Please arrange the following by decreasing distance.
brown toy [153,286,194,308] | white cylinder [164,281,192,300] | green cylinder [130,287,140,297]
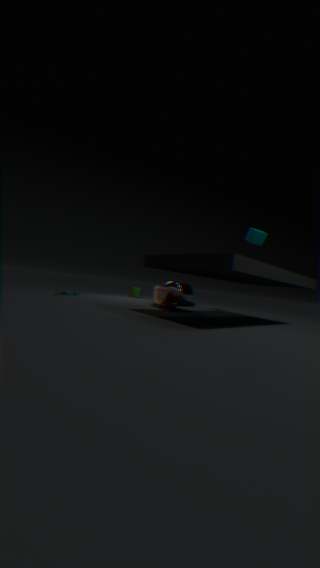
green cylinder [130,287,140,297] < white cylinder [164,281,192,300] < brown toy [153,286,194,308]
